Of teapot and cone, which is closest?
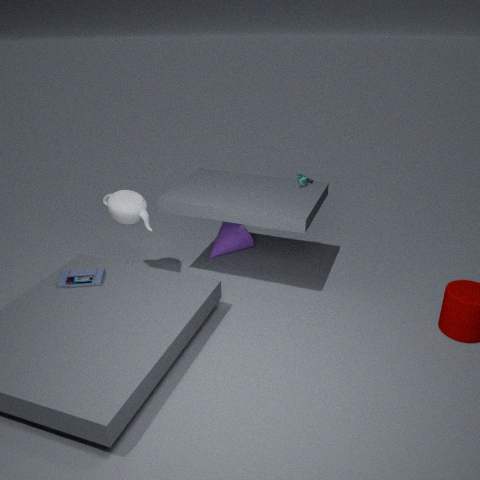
teapot
